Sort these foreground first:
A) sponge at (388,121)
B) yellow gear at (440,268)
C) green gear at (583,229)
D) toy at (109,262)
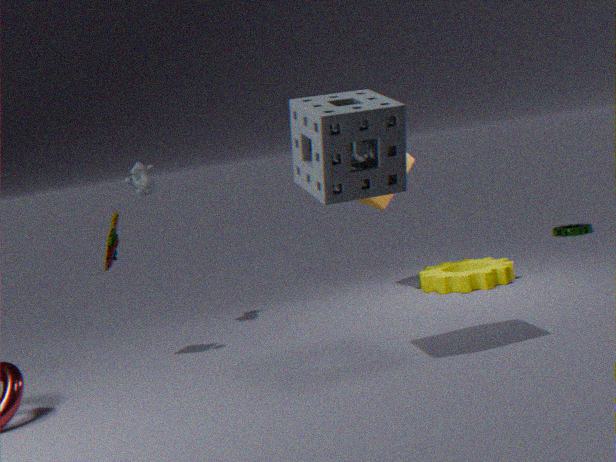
sponge at (388,121) < toy at (109,262) < yellow gear at (440,268) < green gear at (583,229)
